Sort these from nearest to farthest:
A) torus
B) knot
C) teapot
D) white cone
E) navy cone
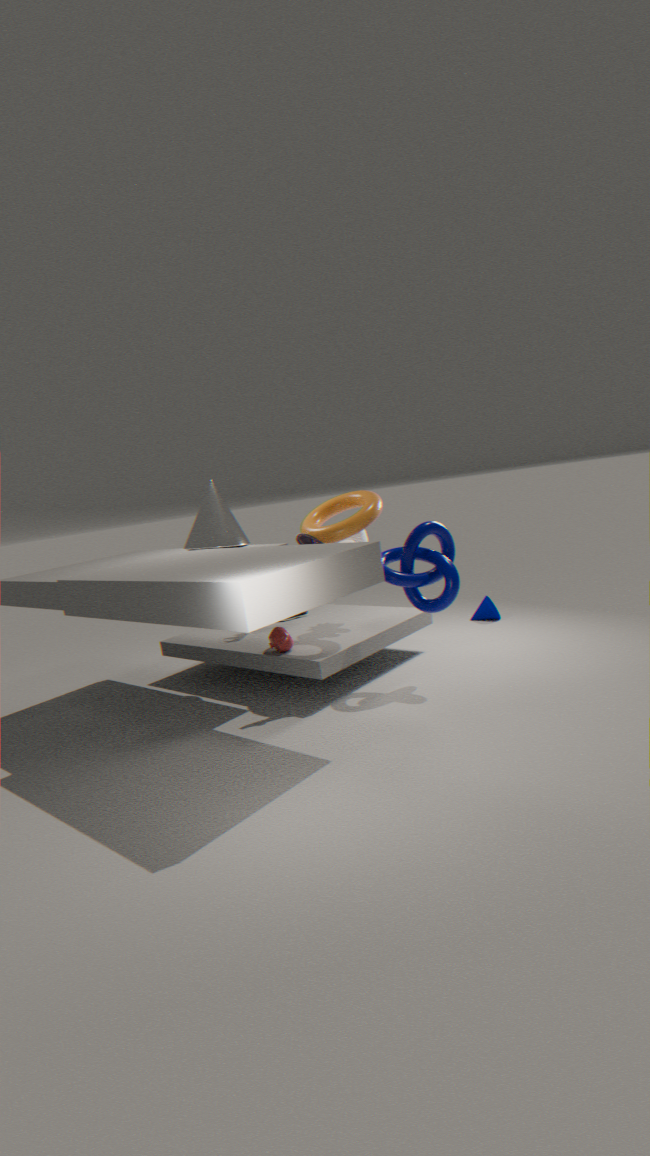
knot
torus
teapot
white cone
navy cone
